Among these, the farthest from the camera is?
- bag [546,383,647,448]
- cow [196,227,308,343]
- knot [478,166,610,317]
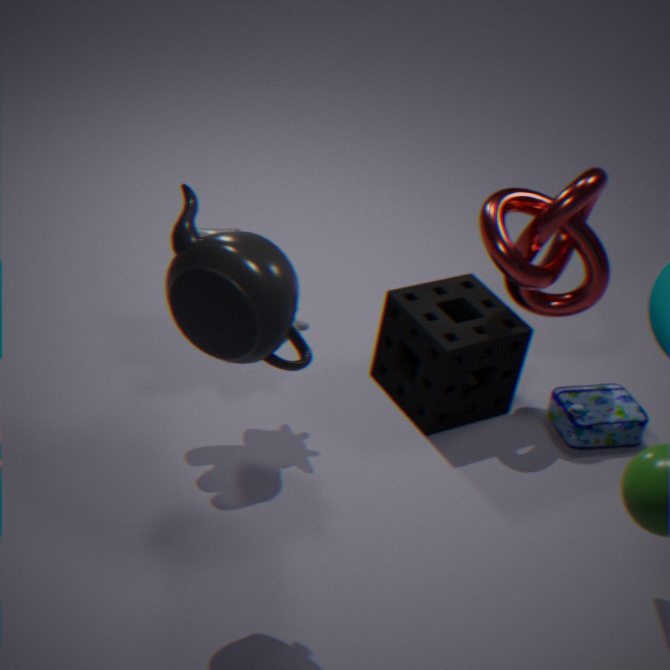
bag [546,383,647,448]
